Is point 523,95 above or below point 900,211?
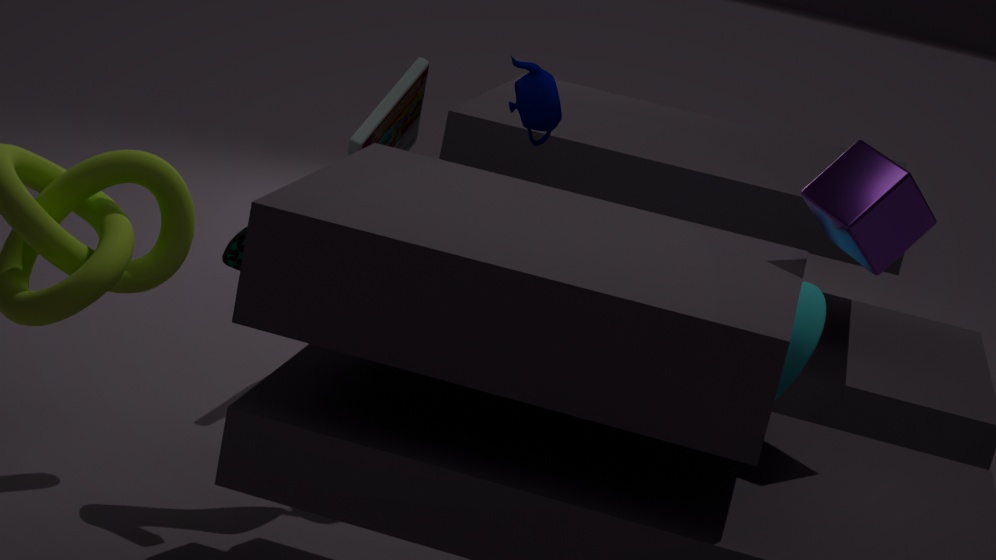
below
